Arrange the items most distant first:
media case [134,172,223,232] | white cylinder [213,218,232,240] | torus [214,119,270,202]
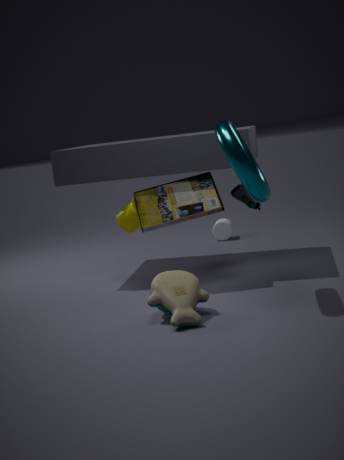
white cylinder [213,218,232,240], media case [134,172,223,232], torus [214,119,270,202]
